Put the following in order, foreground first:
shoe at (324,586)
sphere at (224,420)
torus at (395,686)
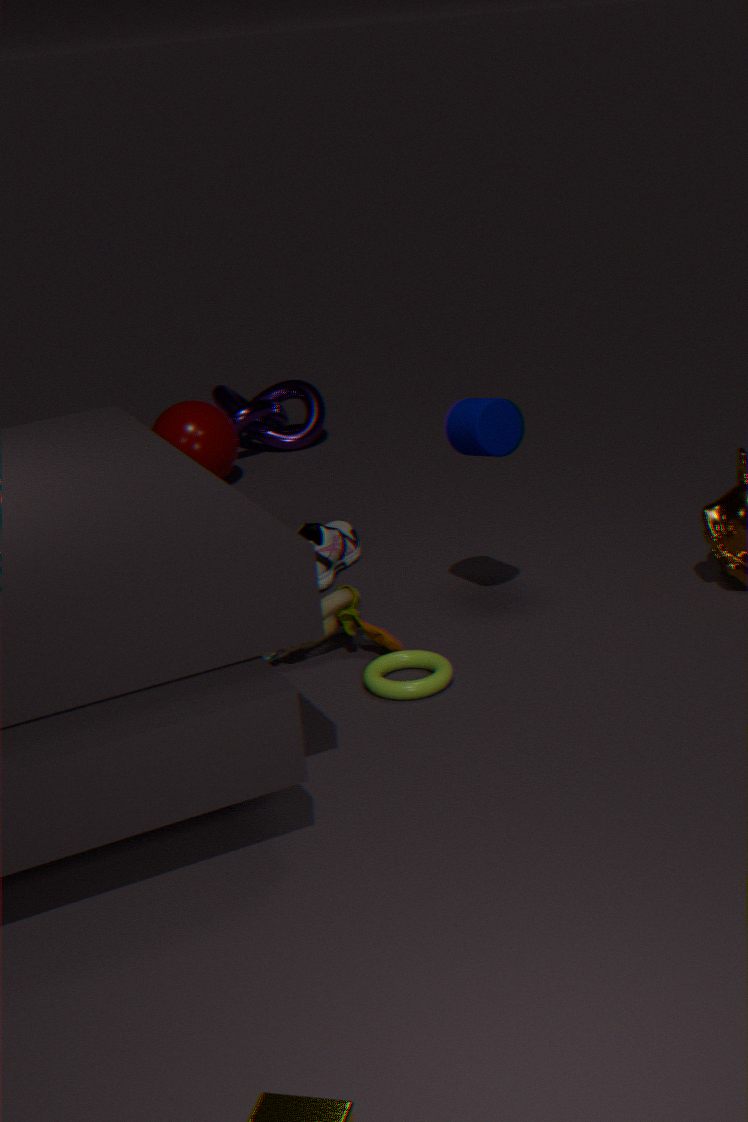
torus at (395,686) → shoe at (324,586) → sphere at (224,420)
